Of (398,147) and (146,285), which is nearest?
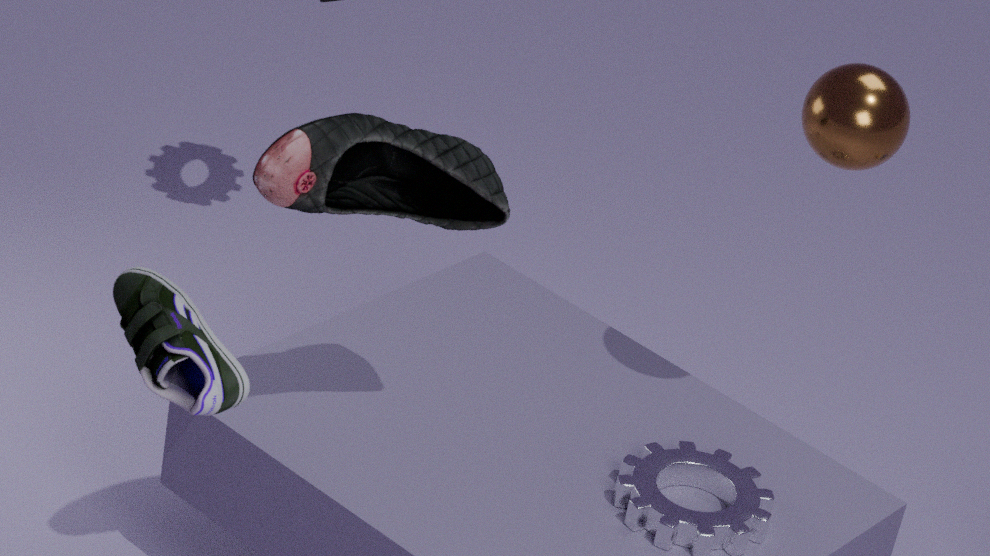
(146,285)
